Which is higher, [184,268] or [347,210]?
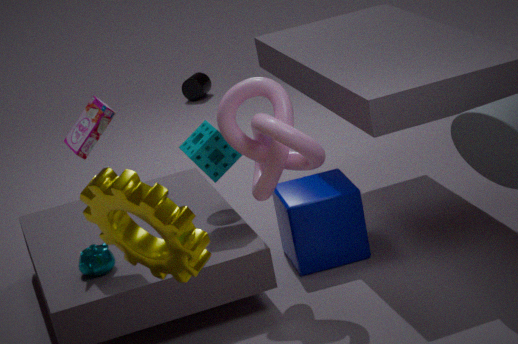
[184,268]
